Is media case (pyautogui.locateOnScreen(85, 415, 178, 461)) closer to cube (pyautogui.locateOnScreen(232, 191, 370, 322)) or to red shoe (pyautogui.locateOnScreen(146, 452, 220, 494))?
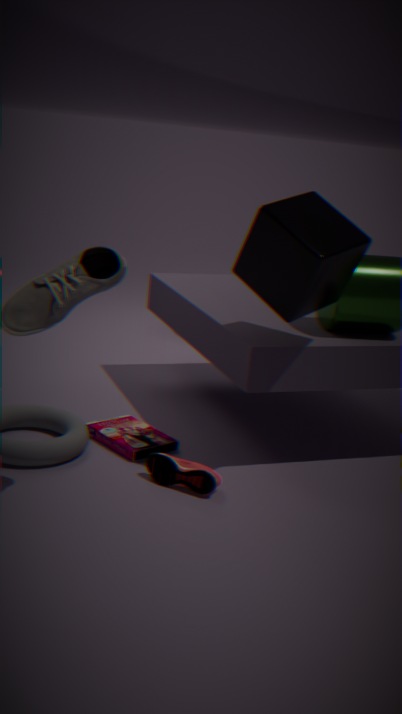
red shoe (pyautogui.locateOnScreen(146, 452, 220, 494))
